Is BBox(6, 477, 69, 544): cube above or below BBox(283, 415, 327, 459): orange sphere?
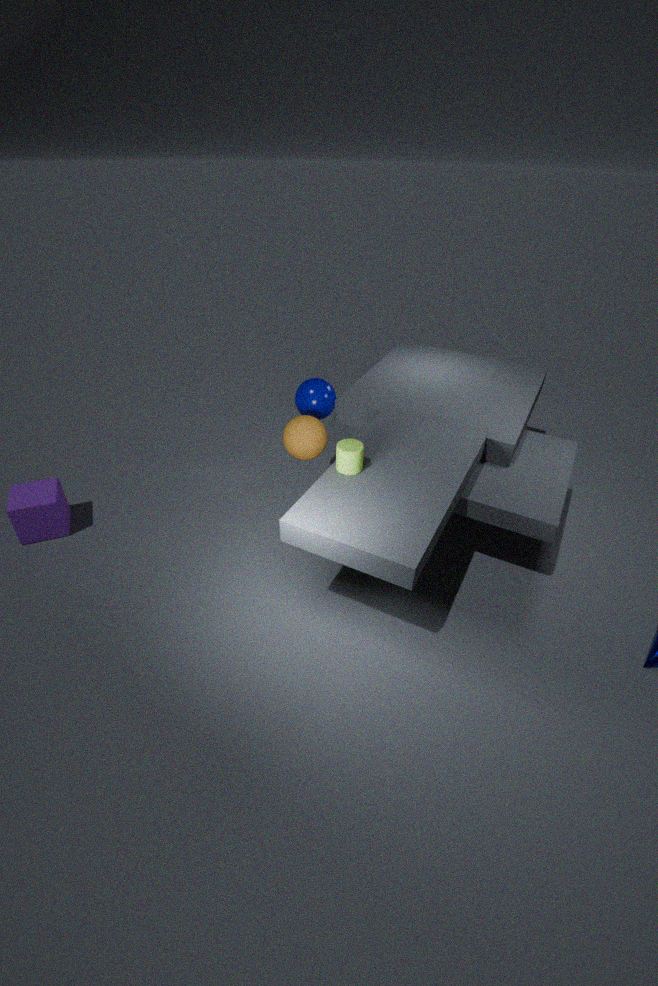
below
